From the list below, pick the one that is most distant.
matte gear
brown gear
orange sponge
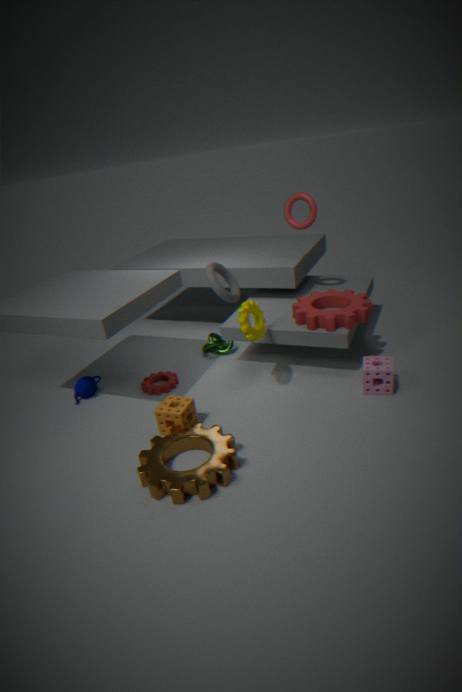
matte gear
